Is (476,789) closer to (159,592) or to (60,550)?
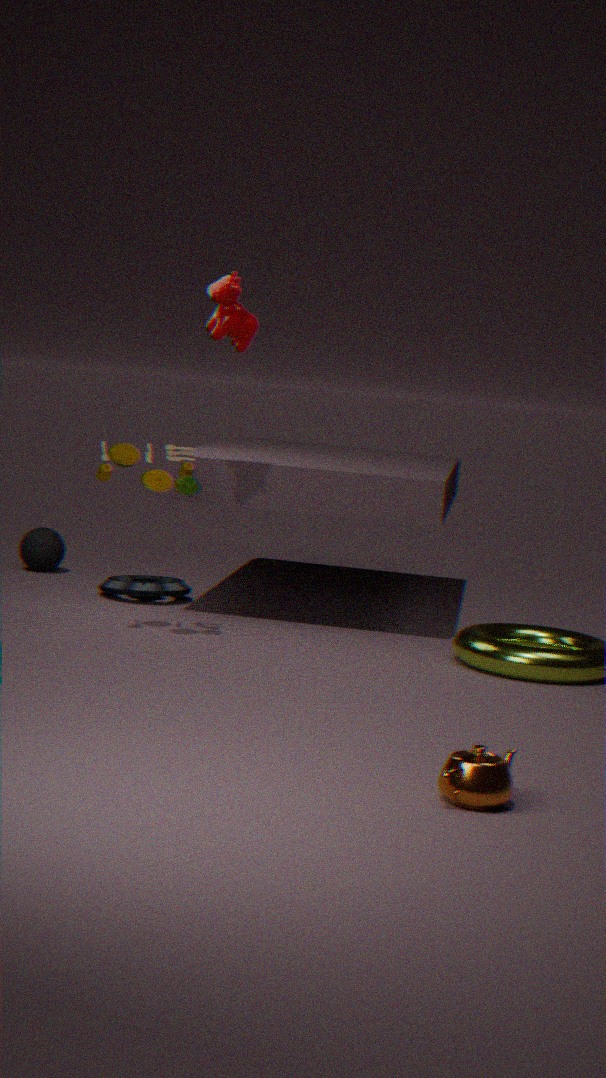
(159,592)
